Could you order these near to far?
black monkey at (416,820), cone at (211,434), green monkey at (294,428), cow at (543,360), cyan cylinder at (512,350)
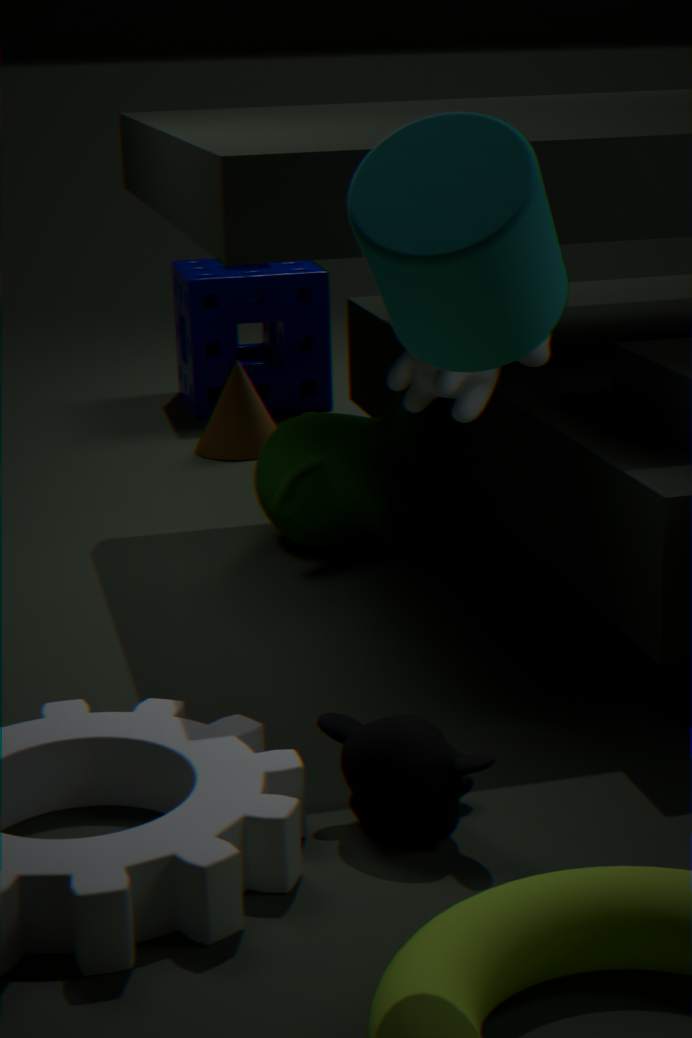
cyan cylinder at (512,350), black monkey at (416,820), cow at (543,360), green monkey at (294,428), cone at (211,434)
